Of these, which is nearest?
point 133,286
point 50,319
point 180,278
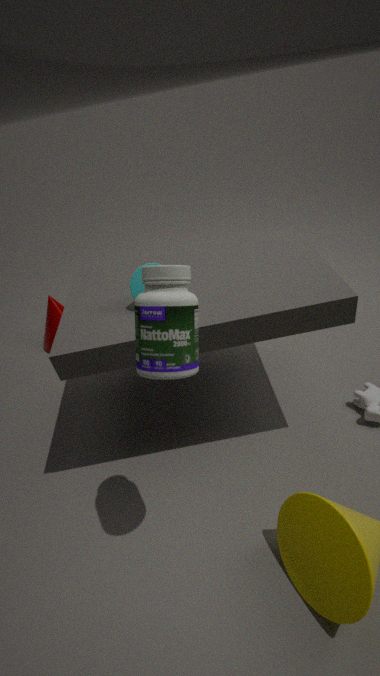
point 180,278
